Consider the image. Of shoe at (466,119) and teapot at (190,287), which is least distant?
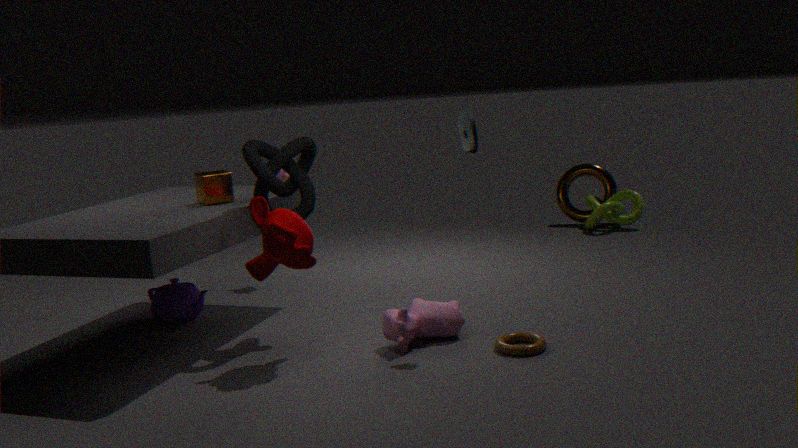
shoe at (466,119)
